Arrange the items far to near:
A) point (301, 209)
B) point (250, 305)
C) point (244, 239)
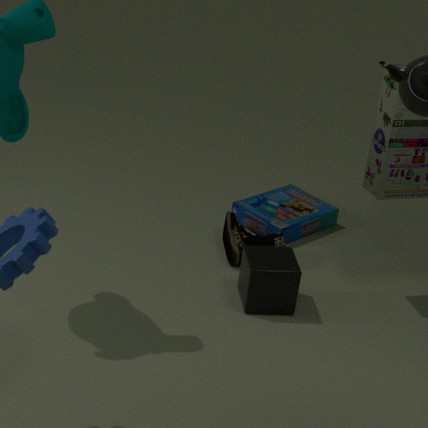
point (301, 209) < point (244, 239) < point (250, 305)
